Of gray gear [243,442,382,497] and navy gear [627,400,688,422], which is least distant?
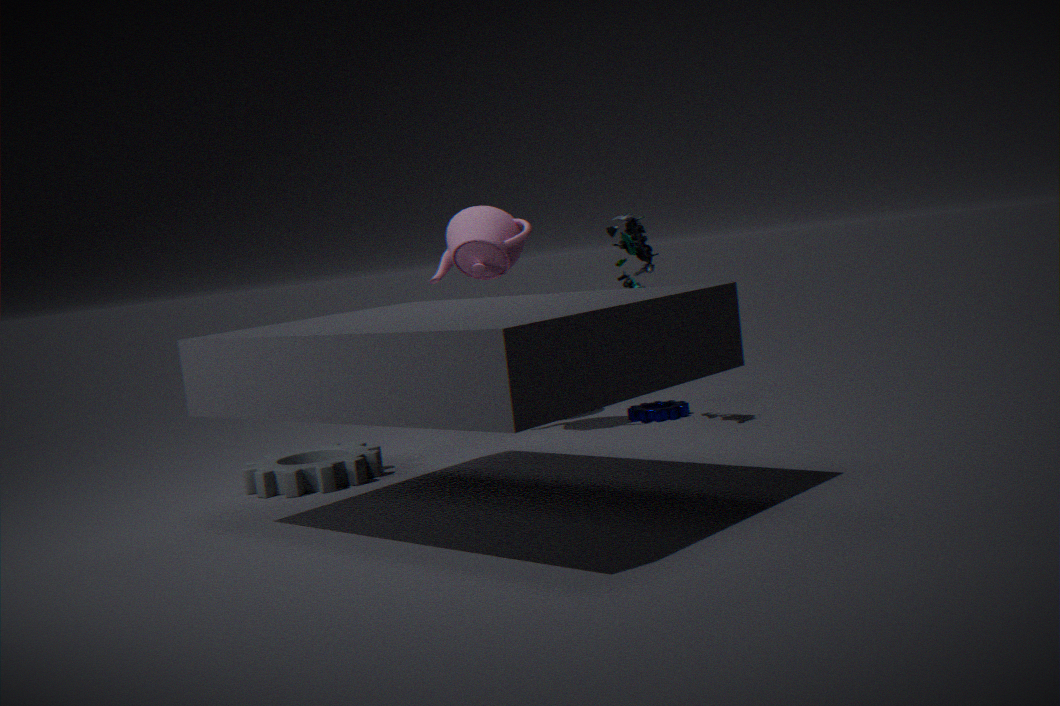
gray gear [243,442,382,497]
